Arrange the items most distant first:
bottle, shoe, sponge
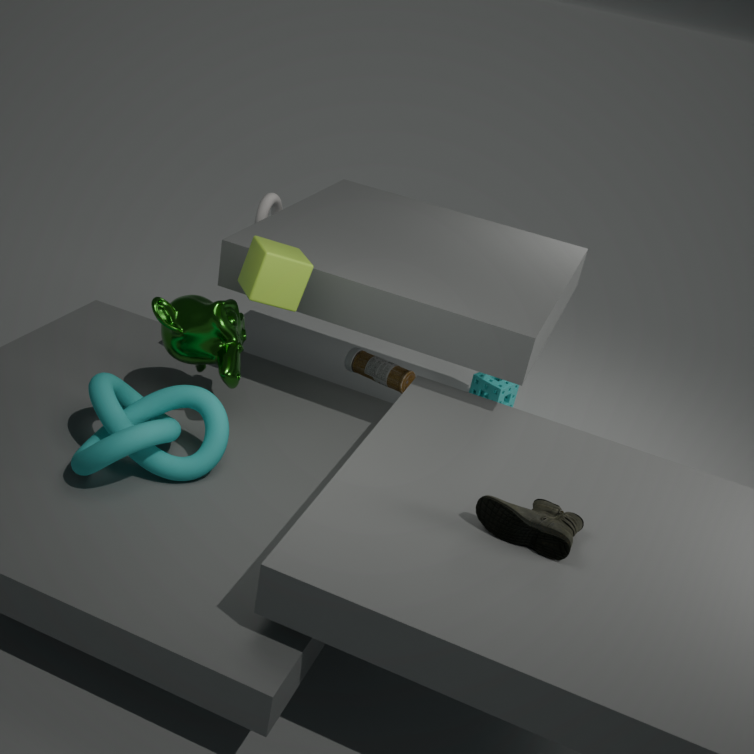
sponge
bottle
shoe
